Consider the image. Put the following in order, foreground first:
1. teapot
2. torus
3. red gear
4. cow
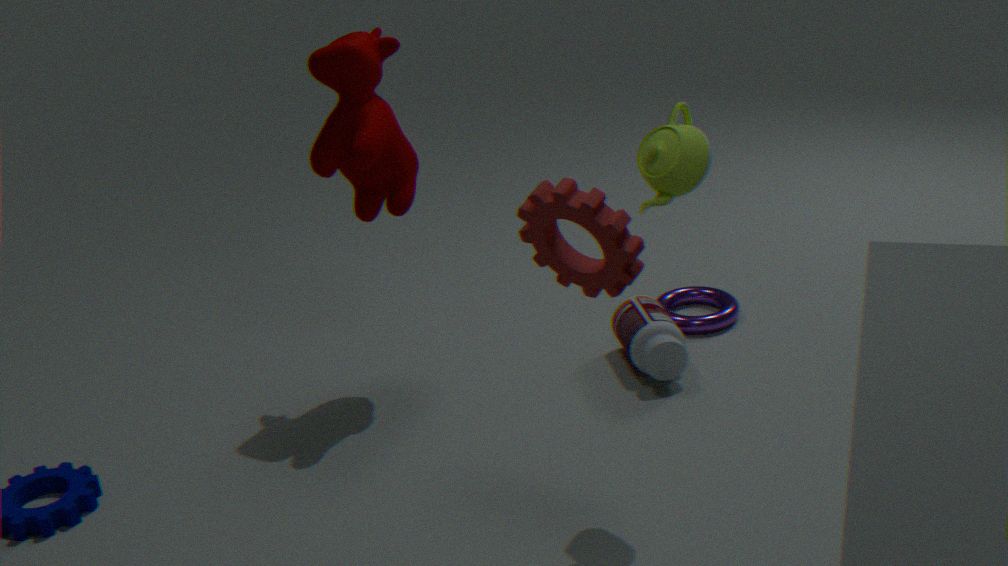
red gear
teapot
cow
torus
